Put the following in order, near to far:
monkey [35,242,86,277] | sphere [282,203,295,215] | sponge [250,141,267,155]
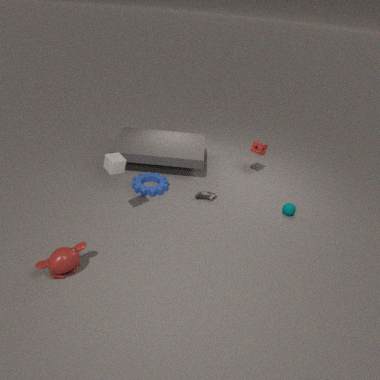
monkey [35,242,86,277]
sphere [282,203,295,215]
sponge [250,141,267,155]
